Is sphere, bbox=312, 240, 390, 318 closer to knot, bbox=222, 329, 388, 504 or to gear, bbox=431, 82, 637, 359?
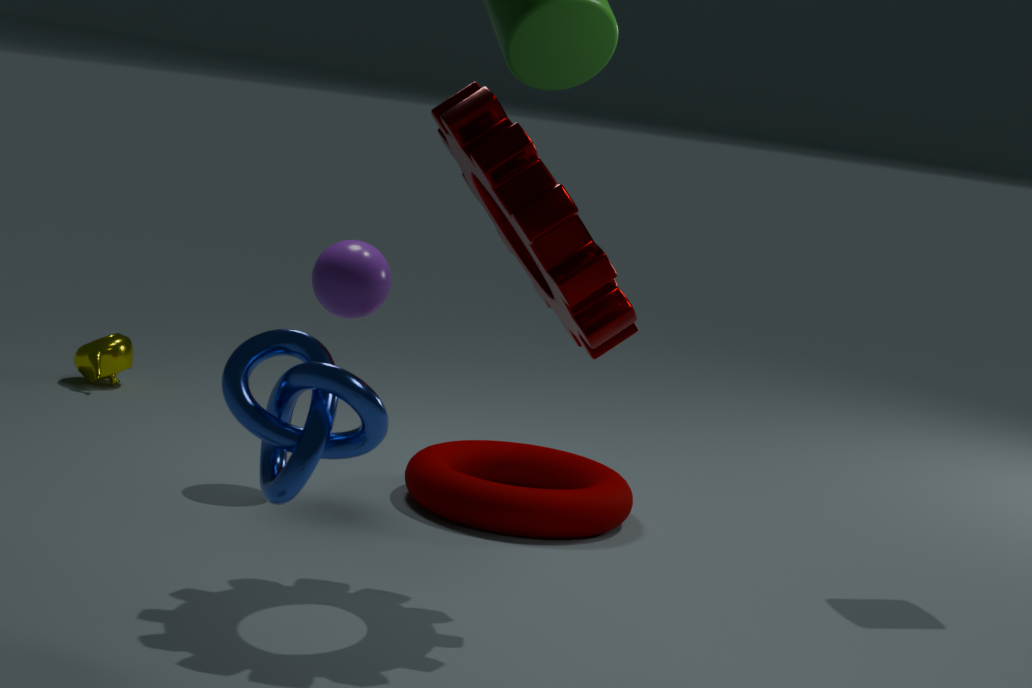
gear, bbox=431, 82, 637, 359
